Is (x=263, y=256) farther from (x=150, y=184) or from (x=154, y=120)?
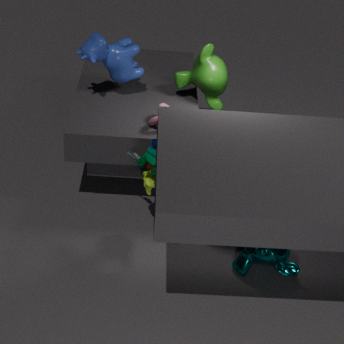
(x=154, y=120)
